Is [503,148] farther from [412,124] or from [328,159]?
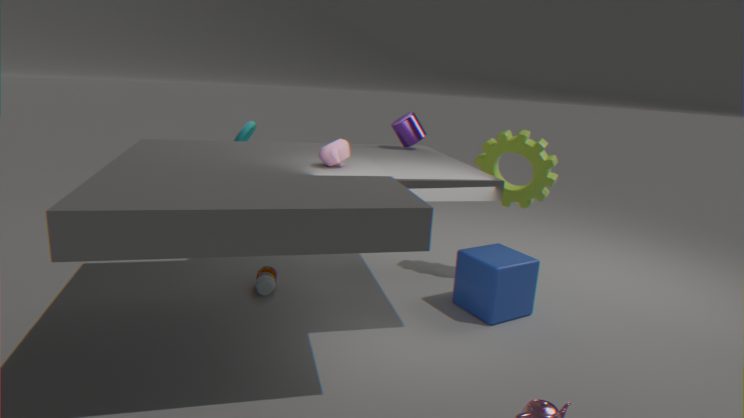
[328,159]
